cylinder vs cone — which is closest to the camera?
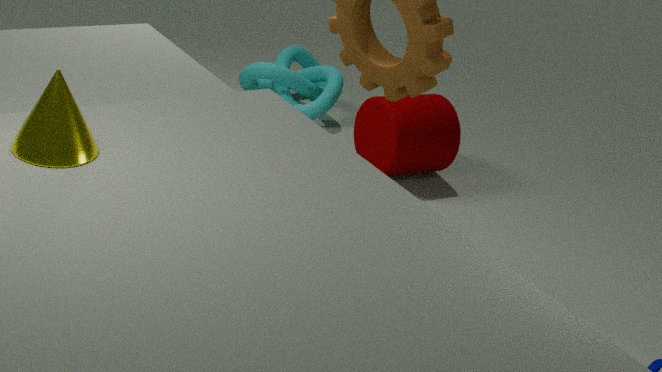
cone
